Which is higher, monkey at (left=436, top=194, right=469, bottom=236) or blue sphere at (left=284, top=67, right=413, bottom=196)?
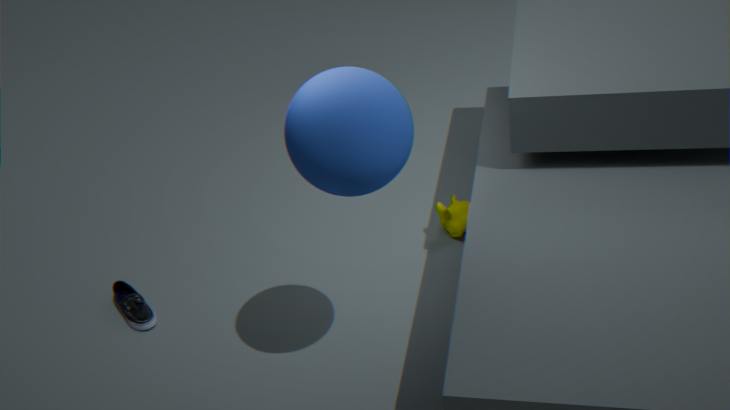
blue sphere at (left=284, top=67, right=413, bottom=196)
